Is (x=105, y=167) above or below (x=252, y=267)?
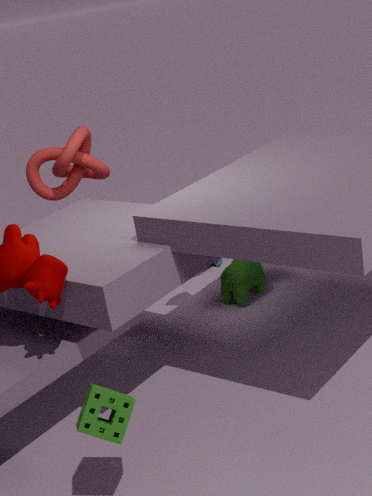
above
